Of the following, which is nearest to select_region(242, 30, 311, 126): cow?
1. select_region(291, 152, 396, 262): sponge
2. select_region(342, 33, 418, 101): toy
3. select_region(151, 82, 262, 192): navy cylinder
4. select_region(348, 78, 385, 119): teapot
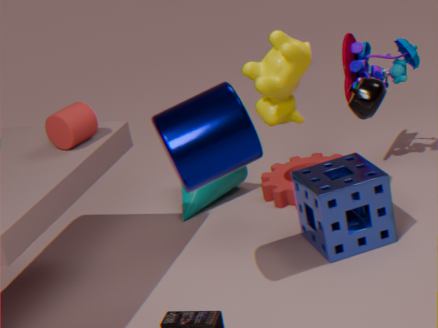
select_region(291, 152, 396, 262): sponge
